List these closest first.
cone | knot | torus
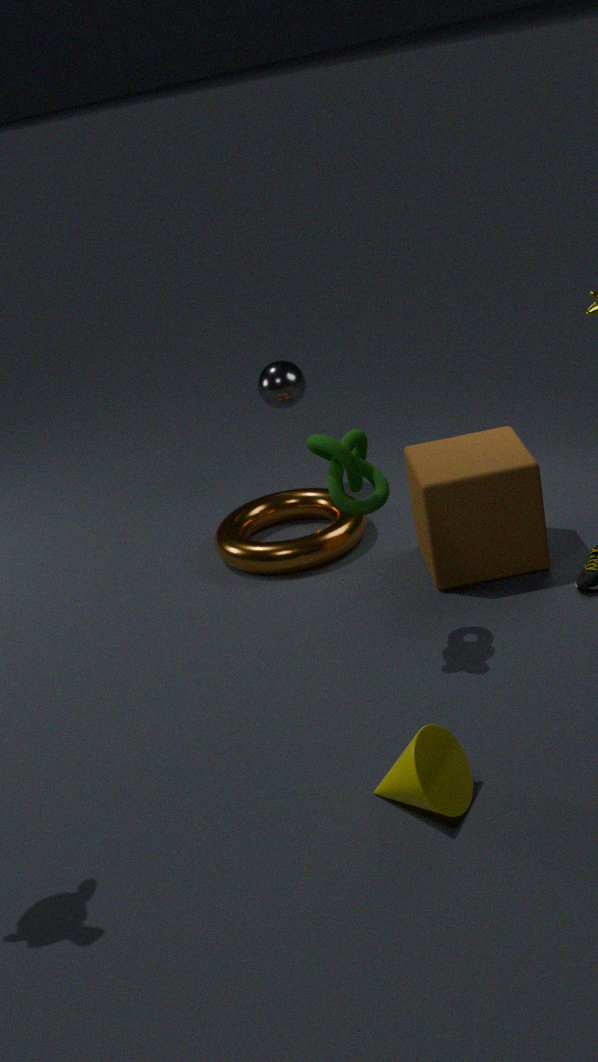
cone, knot, torus
